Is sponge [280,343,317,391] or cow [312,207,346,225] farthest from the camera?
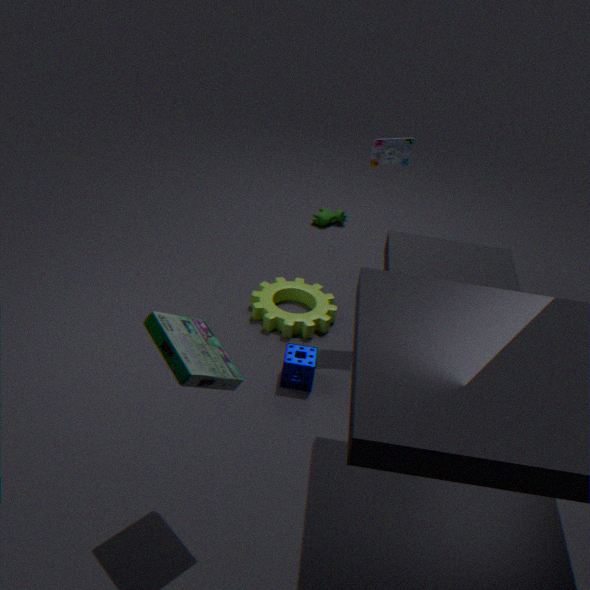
cow [312,207,346,225]
